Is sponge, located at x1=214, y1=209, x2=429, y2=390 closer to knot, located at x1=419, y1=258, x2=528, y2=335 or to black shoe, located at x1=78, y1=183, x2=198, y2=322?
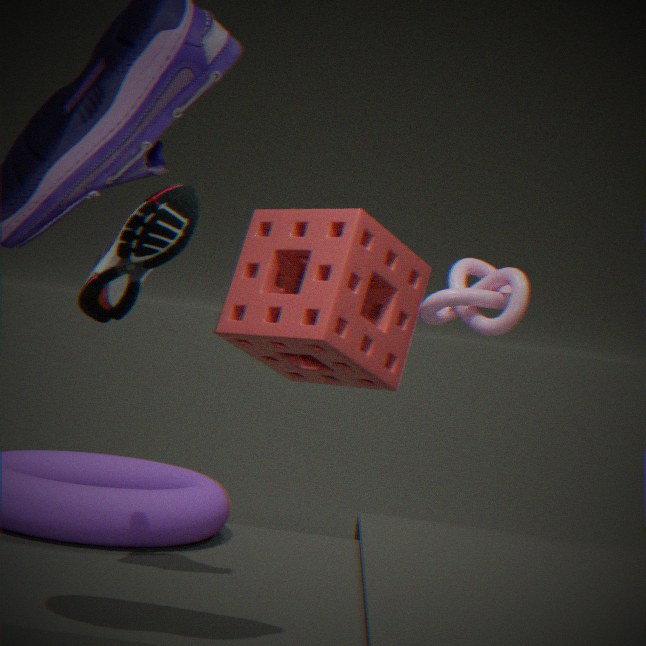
knot, located at x1=419, y1=258, x2=528, y2=335
